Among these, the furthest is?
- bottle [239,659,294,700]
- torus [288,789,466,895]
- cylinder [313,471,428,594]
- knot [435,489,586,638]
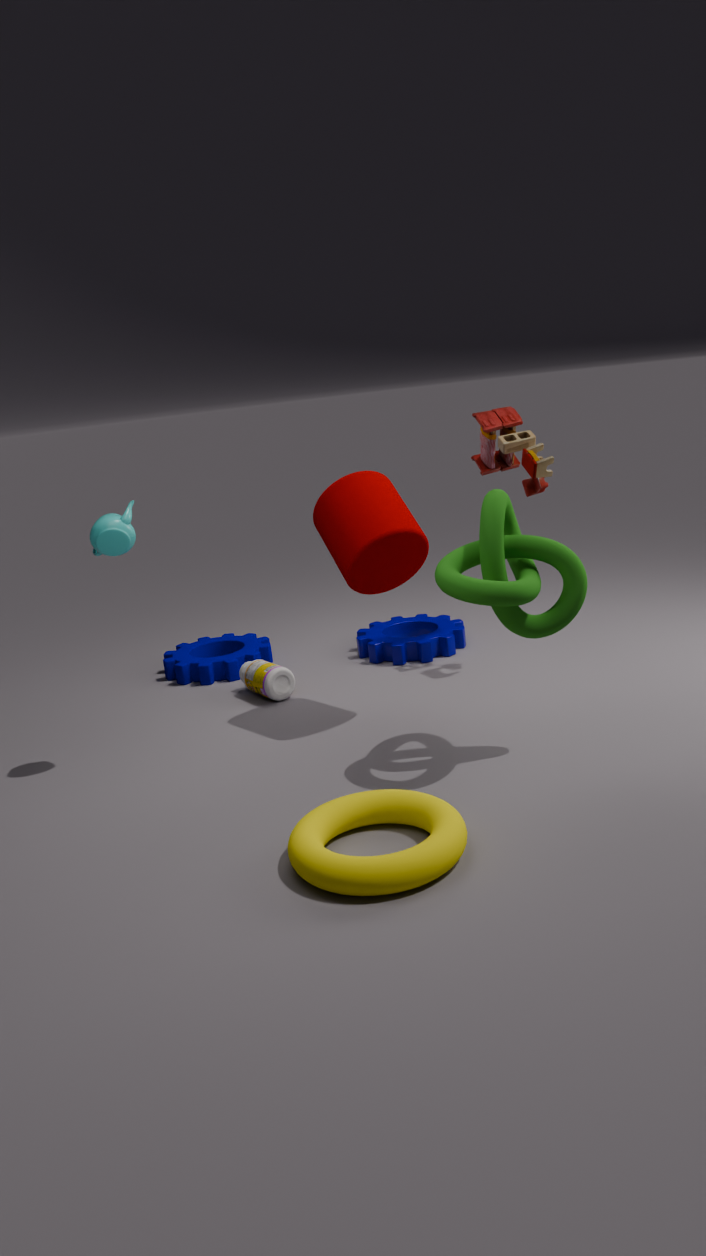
bottle [239,659,294,700]
